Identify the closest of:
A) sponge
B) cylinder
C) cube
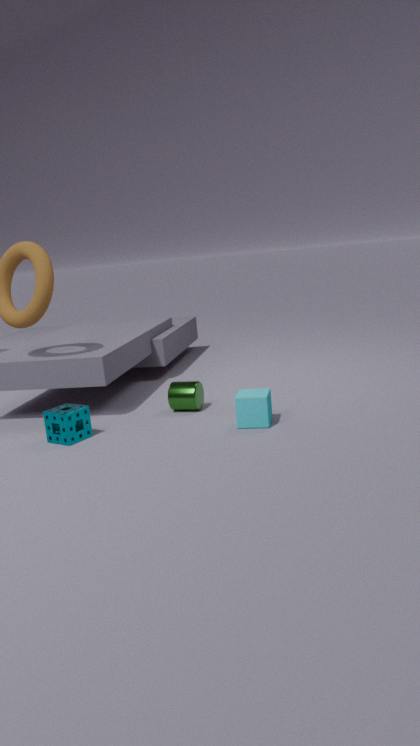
cube
